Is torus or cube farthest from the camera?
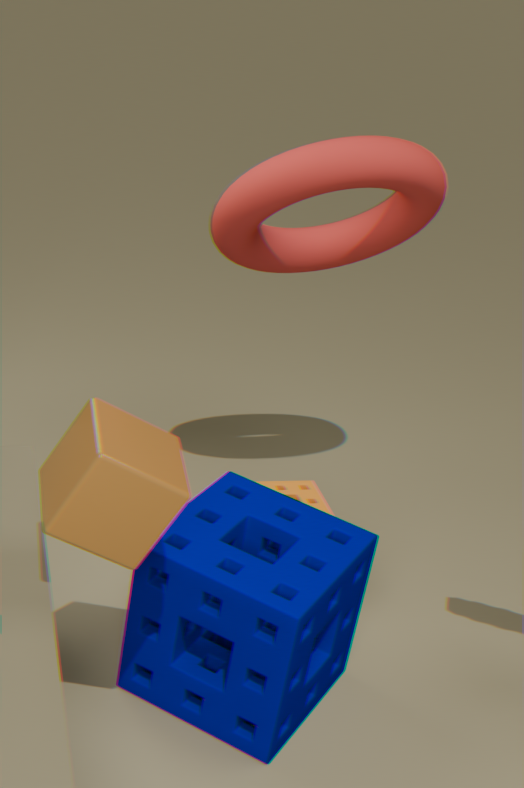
torus
